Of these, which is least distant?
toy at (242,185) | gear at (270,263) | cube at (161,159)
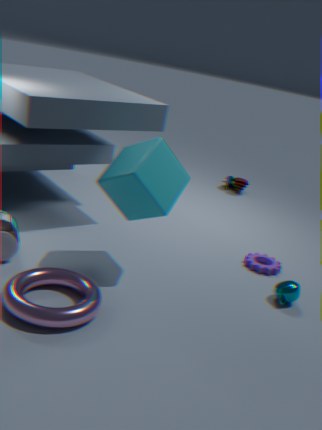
cube at (161,159)
